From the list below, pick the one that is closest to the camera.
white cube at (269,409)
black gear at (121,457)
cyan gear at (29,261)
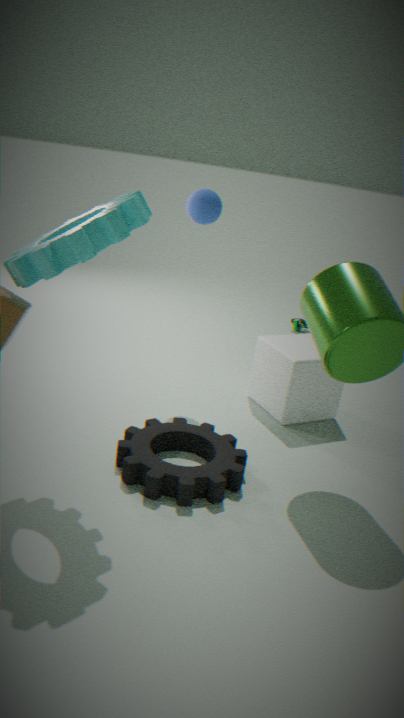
cyan gear at (29,261)
